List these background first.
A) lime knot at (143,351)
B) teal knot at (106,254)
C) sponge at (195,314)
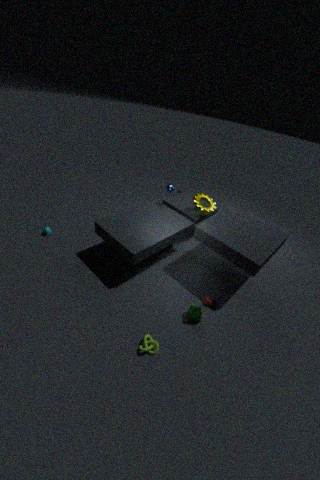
1. teal knot at (106,254)
2. sponge at (195,314)
3. lime knot at (143,351)
